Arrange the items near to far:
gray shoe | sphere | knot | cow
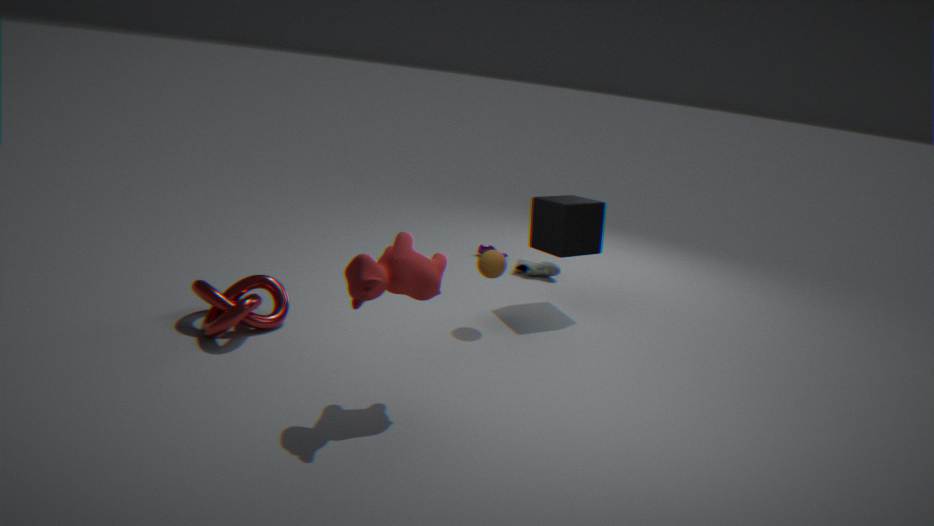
cow < knot < sphere < gray shoe
